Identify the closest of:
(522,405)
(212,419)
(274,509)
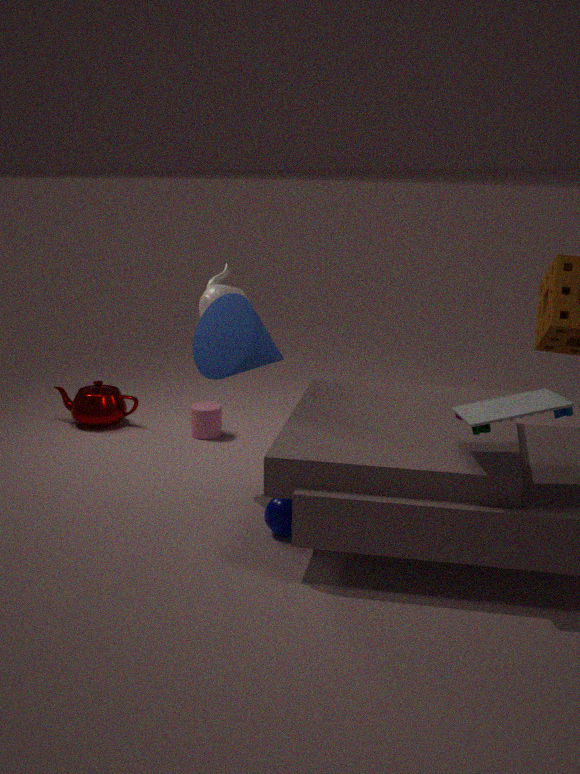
(522,405)
